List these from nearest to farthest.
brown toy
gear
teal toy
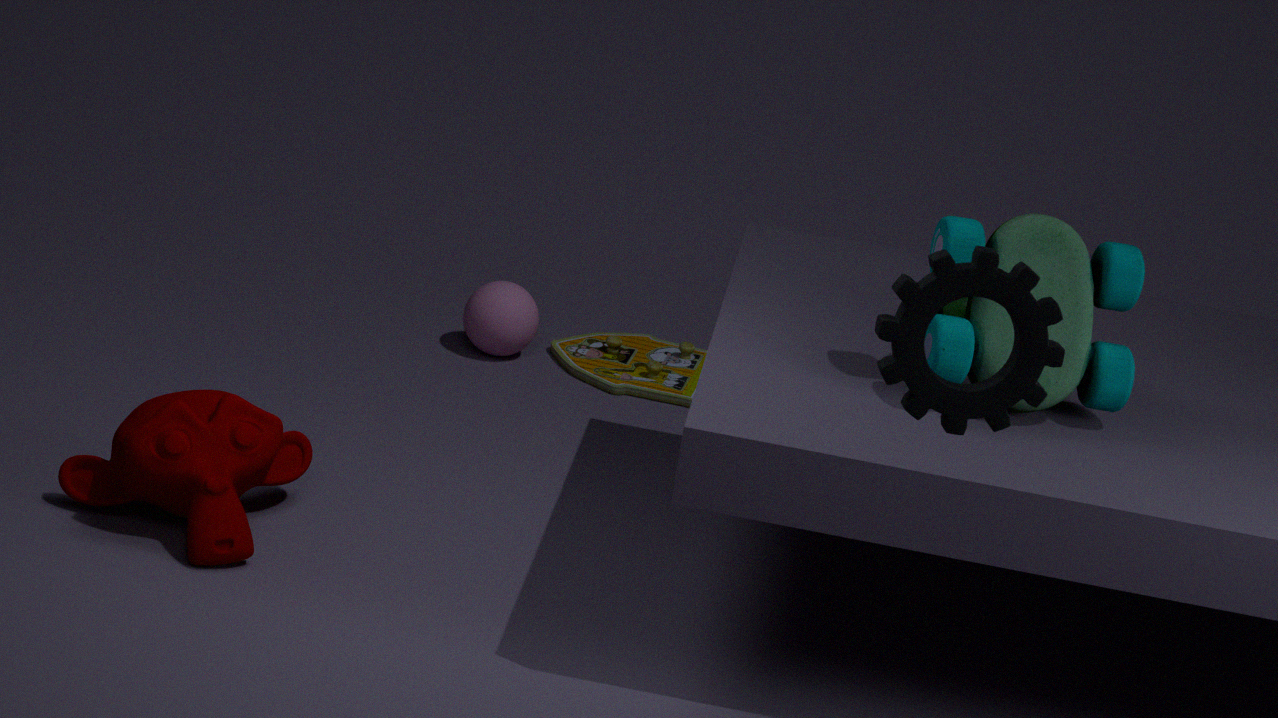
gear, teal toy, brown toy
